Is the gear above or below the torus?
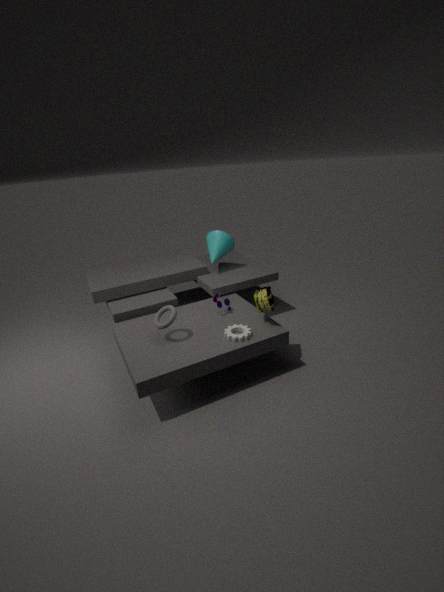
below
